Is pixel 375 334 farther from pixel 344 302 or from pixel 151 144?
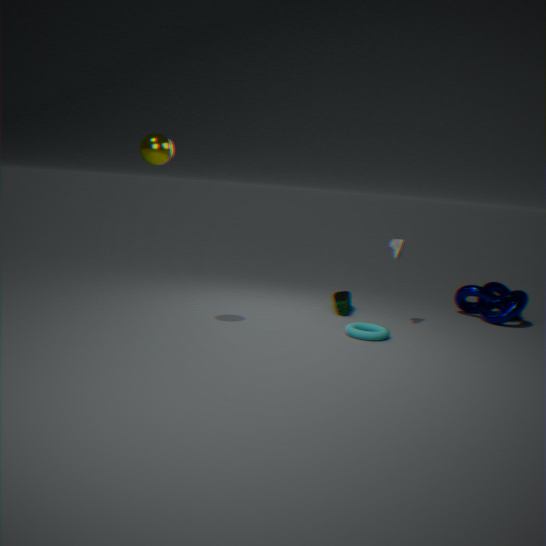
pixel 151 144
